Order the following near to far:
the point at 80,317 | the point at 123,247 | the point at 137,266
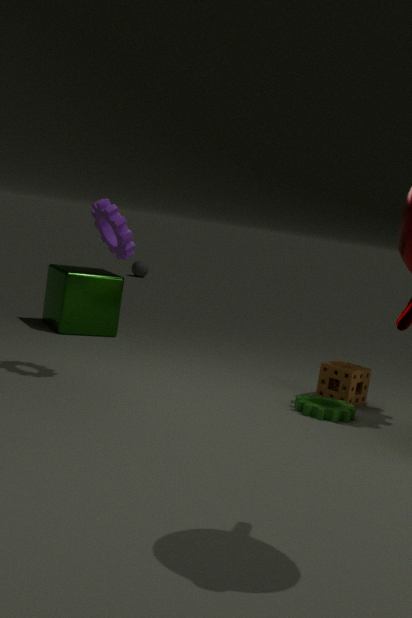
1. the point at 123,247
2. the point at 80,317
3. the point at 137,266
